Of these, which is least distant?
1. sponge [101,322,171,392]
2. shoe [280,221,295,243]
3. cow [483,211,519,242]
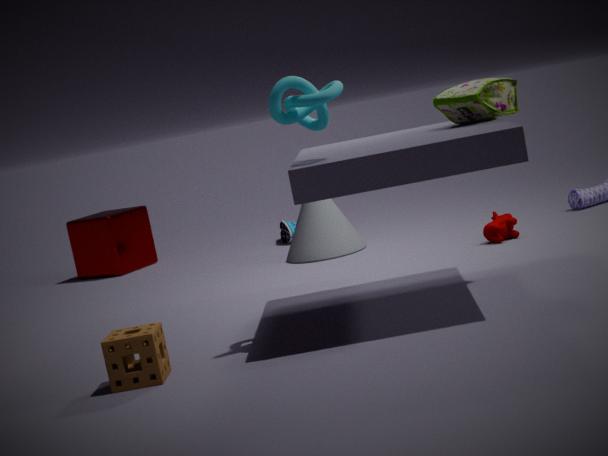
sponge [101,322,171,392]
